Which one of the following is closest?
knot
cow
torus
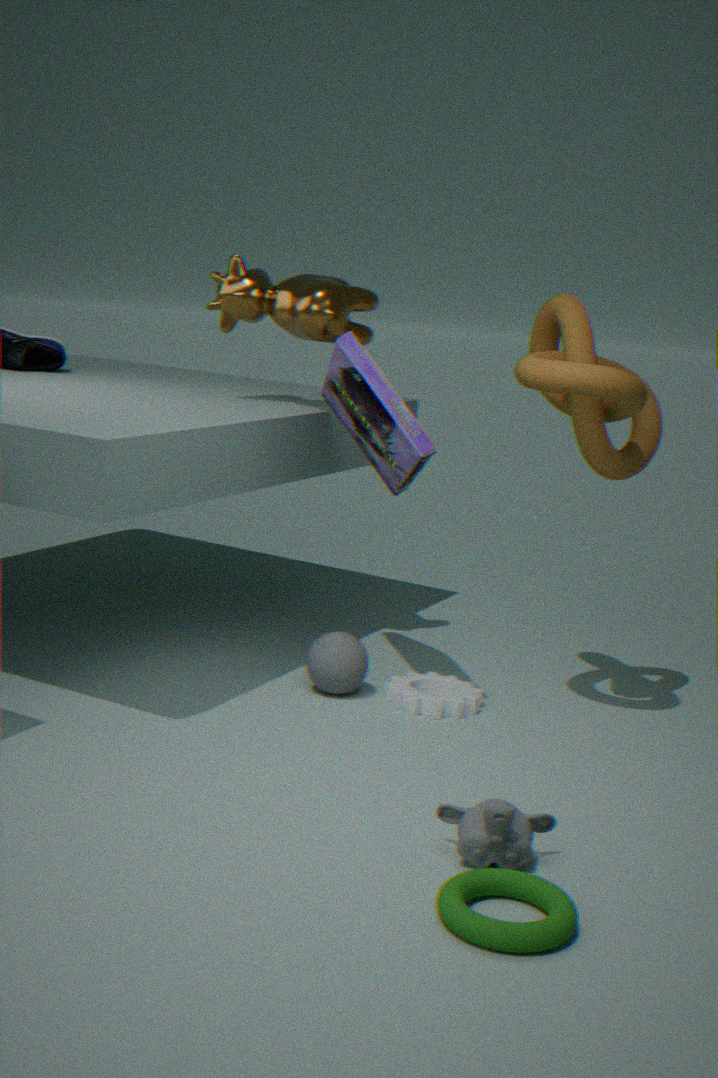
torus
